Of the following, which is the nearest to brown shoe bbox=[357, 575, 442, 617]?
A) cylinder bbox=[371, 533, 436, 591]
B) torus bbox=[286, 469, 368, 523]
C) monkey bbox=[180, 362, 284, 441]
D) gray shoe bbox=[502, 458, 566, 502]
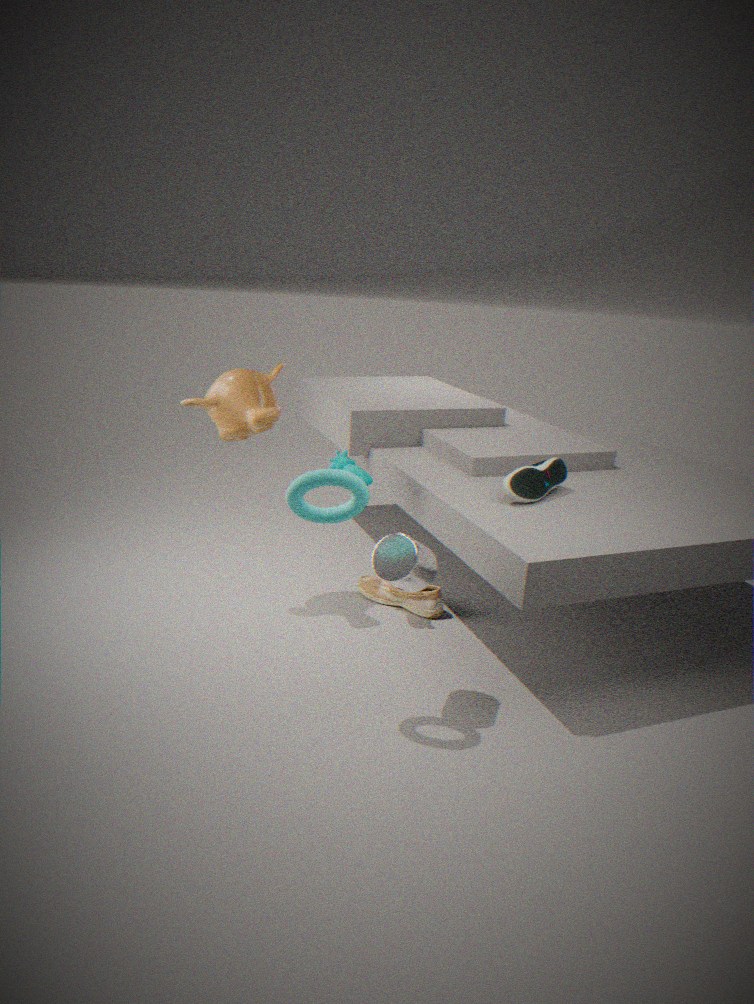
gray shoe bbox=[502, 458, 566, 502]
